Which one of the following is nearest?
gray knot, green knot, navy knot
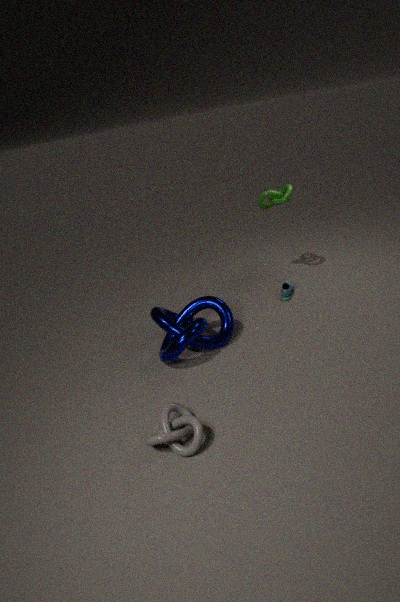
gray knot
